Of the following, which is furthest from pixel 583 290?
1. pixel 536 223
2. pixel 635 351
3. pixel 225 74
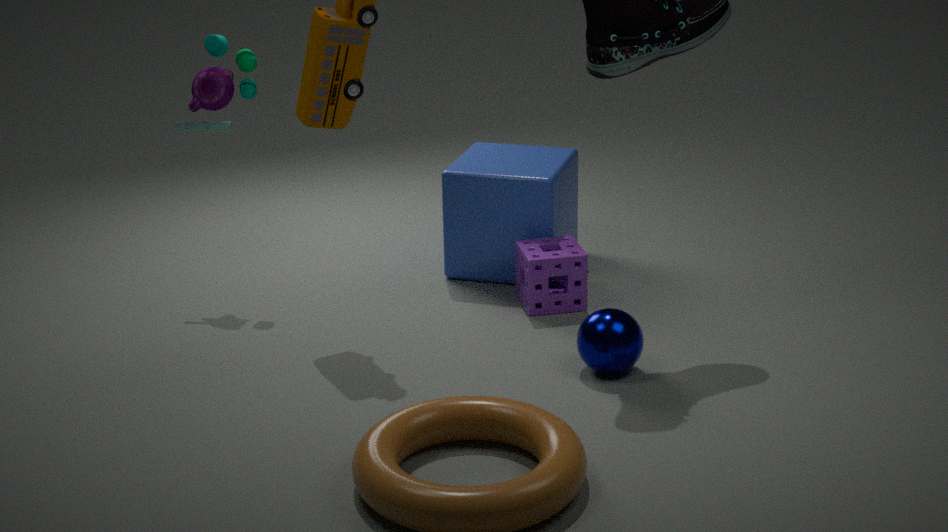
pixel 225 74
